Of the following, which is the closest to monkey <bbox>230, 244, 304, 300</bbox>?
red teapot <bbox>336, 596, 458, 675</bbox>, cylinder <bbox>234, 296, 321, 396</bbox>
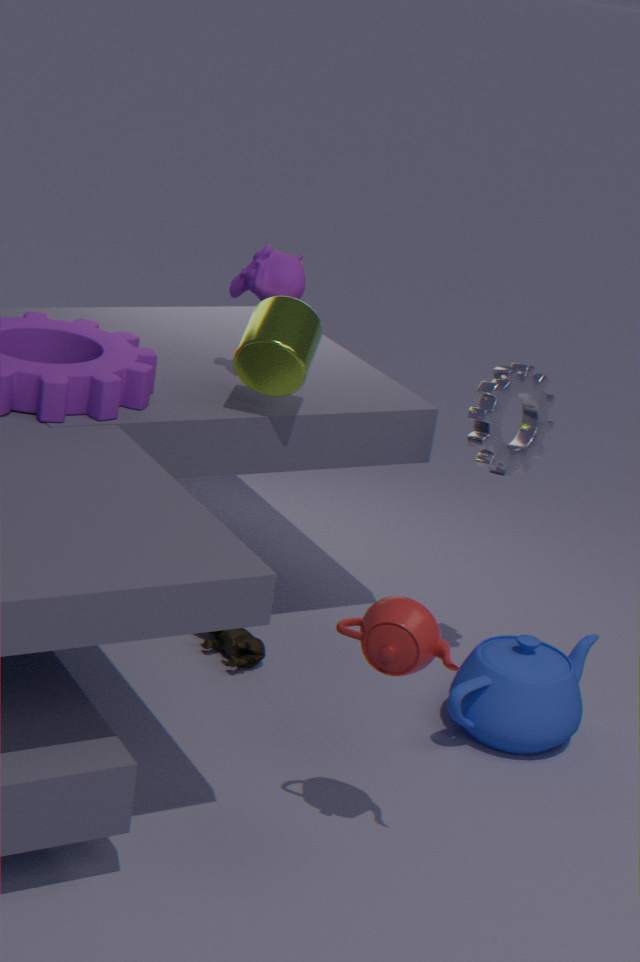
cylinder <bbox>234, 296, 321, 396</bbox>
